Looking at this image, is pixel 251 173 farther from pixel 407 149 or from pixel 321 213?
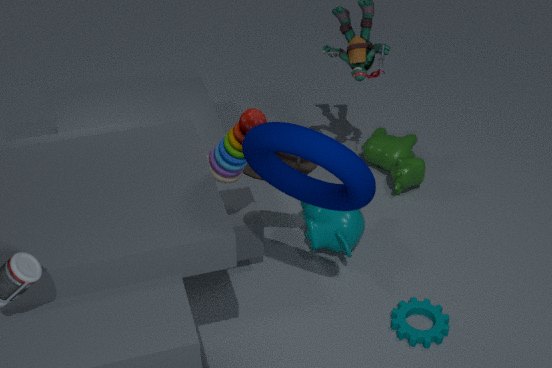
pixel 407 149
